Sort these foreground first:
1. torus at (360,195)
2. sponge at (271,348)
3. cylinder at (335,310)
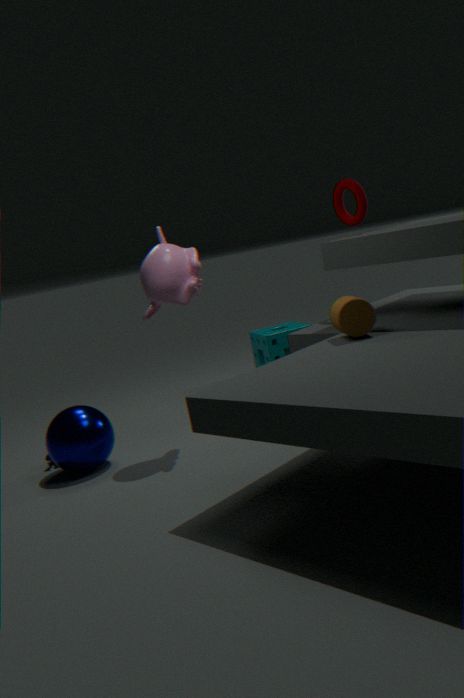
cylinder at (335,310)
torus at (360,195)
sponge at (271,348)
